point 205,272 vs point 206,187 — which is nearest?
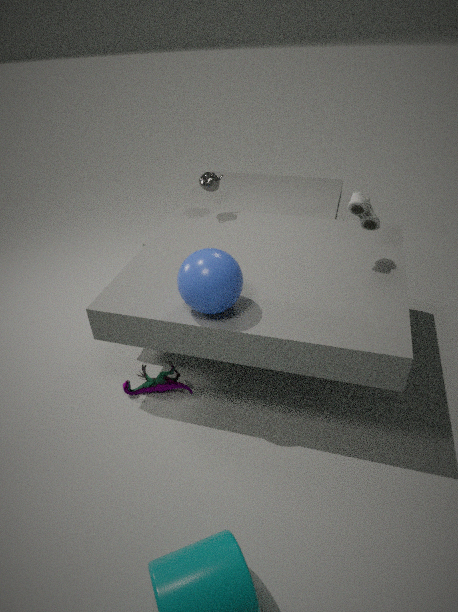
point 205,272
